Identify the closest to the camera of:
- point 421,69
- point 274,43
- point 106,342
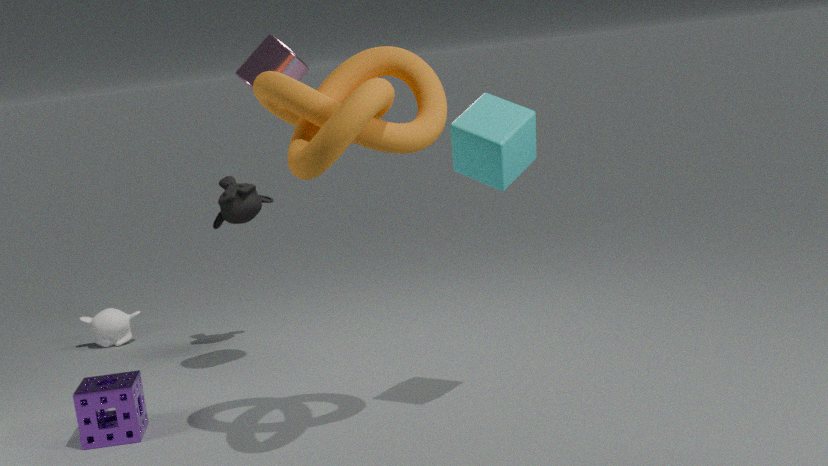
point 421,69
